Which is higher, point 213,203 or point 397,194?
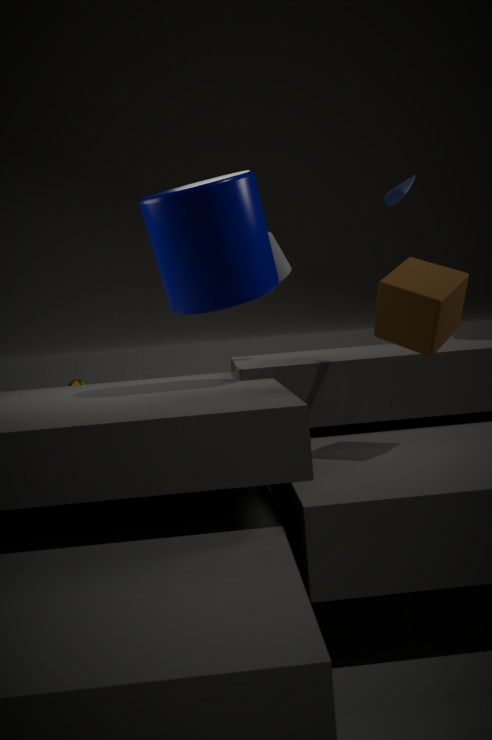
point 397,194
